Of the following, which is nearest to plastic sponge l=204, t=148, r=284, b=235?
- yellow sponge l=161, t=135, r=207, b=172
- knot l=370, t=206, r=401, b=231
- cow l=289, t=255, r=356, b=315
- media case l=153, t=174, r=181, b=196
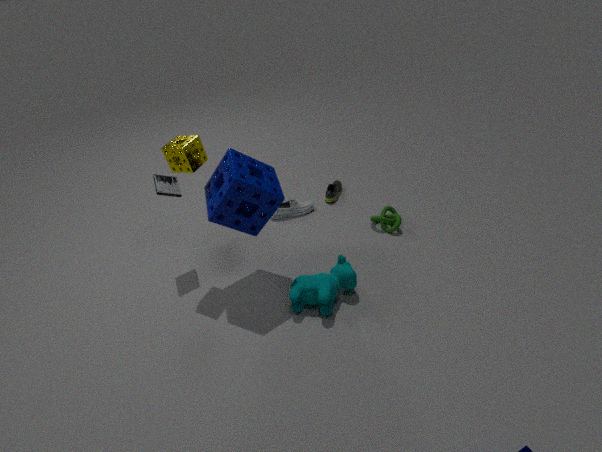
yellow sponge l=161, t=135, r=207, b=172
